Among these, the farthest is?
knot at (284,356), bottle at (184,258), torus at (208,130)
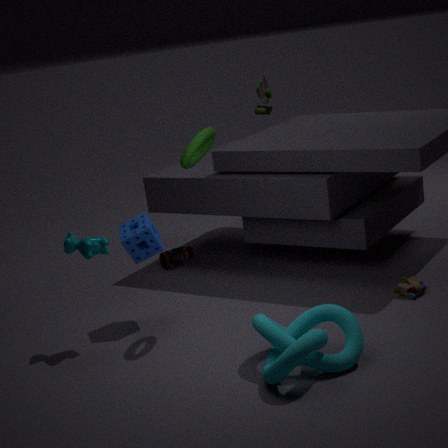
bottle at (184,258)
